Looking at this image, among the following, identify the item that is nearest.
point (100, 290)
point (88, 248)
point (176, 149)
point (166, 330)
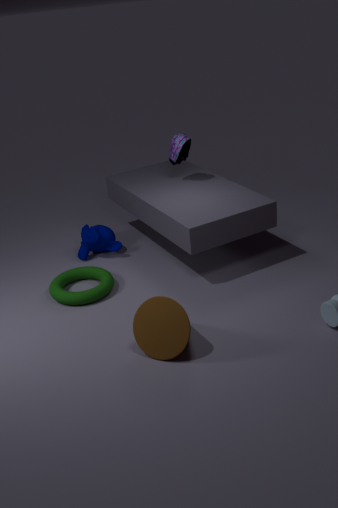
point (166, 330)
